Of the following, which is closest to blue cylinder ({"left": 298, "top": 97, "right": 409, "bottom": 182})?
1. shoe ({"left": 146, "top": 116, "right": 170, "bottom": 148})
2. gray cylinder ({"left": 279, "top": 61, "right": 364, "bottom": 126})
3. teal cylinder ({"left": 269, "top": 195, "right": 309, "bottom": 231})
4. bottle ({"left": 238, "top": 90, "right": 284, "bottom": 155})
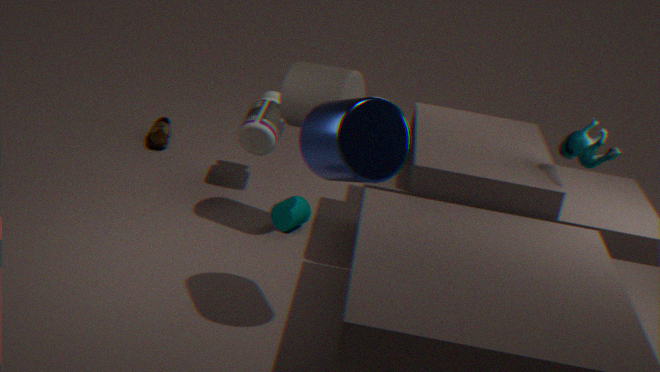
gray cylinder ({"left": 279, "top": 61, "right": 364, "bottom": 126})
